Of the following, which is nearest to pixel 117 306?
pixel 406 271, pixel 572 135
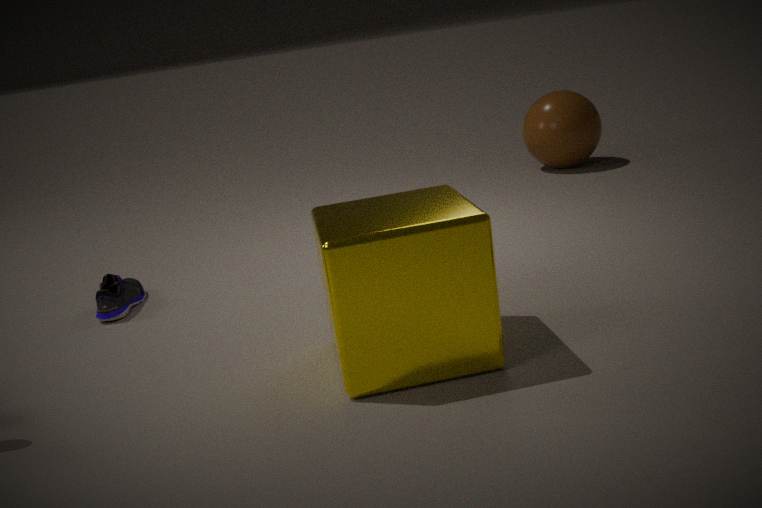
pixel 406 271
